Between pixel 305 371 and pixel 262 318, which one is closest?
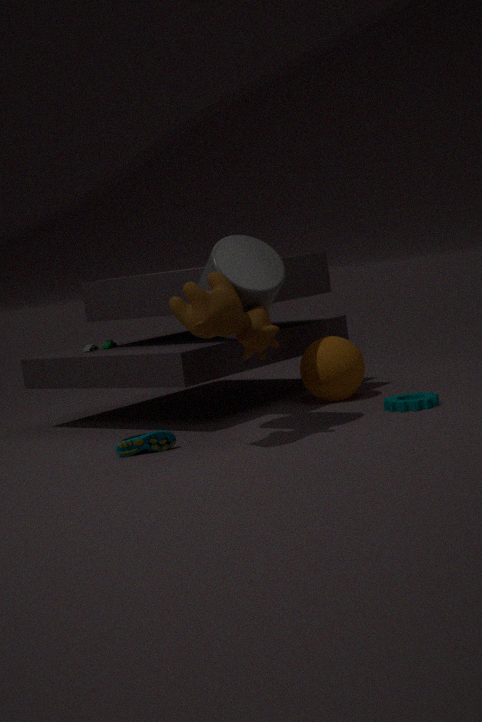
pixel 262 318
